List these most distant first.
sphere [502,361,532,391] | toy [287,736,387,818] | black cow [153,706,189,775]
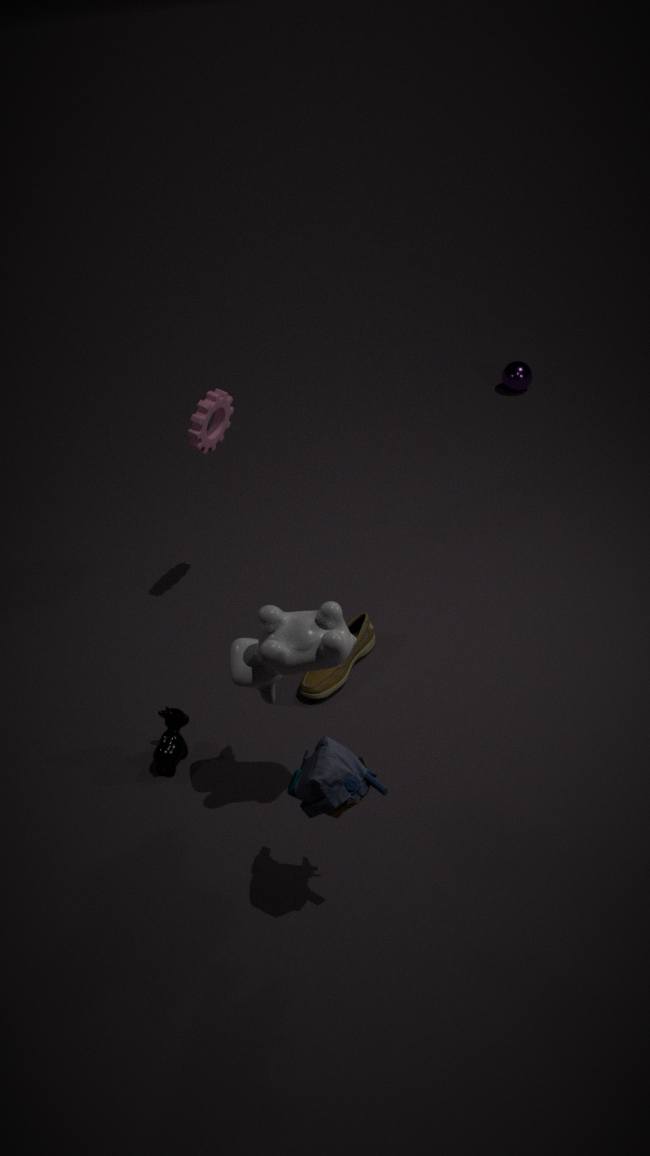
sphere [502,361,532,391], black cow [153,706,189,775], toy [287,736,387,818]
